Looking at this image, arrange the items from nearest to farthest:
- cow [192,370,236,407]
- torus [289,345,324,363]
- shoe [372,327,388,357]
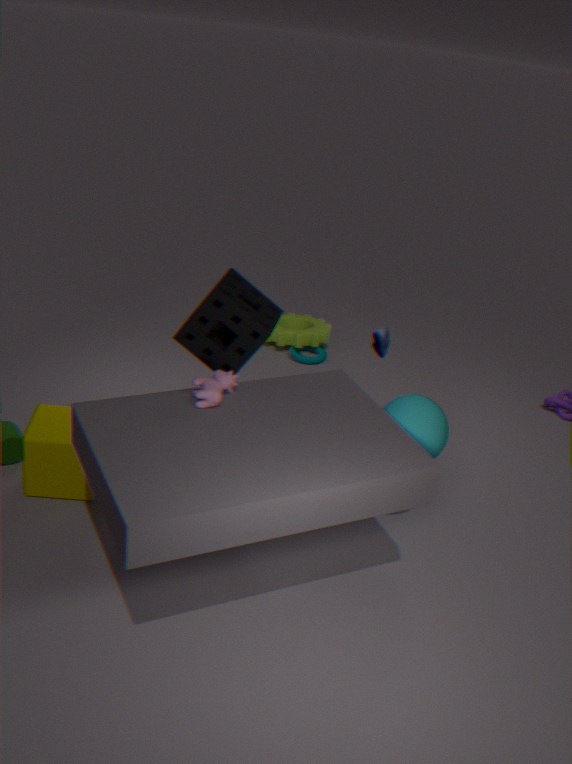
cow [192,370,236,407], shoe [372,327,388,357], torus [289,345,324,363]
